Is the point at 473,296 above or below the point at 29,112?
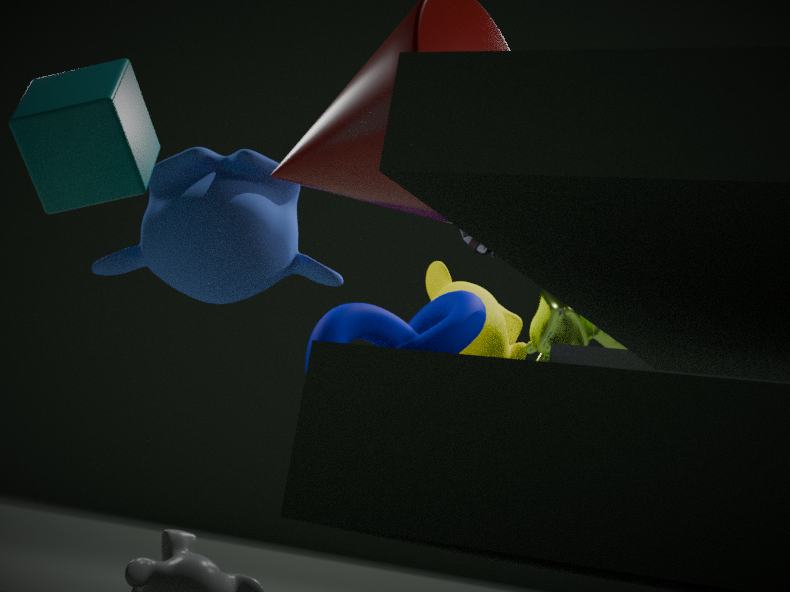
below
